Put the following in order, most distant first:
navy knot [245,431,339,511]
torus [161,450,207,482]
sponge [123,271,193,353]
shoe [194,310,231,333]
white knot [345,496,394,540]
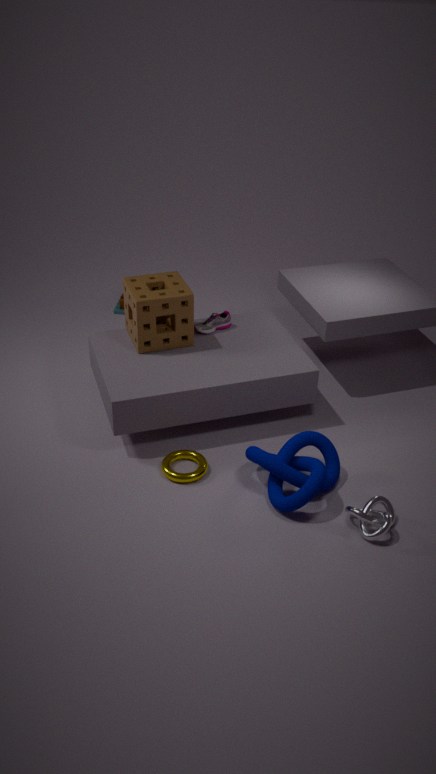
shoe [194,310,231,333] < sponge [123,271,193,353] < torus [161,450,207,482] < navy knot [245,431,339,511] < white knot [345,496,394,540]
